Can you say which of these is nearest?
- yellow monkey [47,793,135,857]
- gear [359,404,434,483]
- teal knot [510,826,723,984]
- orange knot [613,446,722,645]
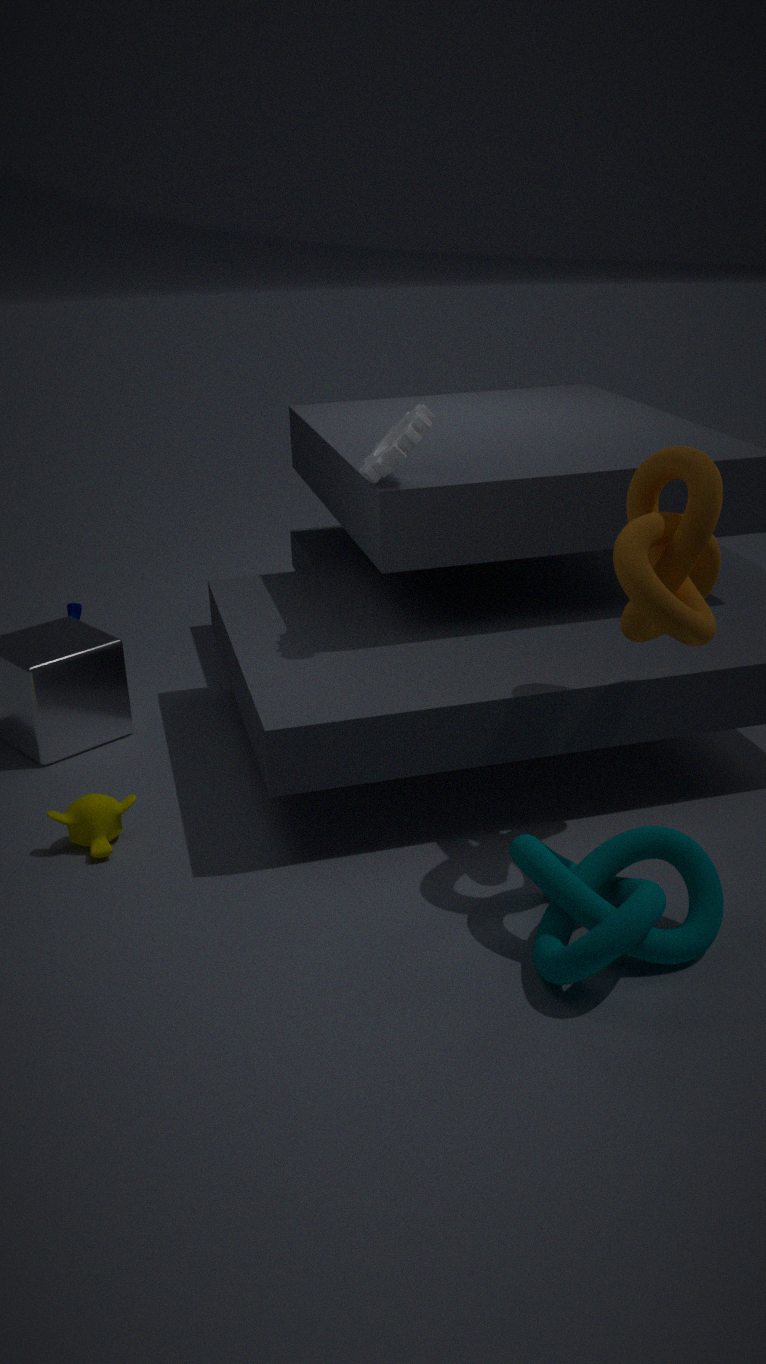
teal knot [510,826,723,984]
